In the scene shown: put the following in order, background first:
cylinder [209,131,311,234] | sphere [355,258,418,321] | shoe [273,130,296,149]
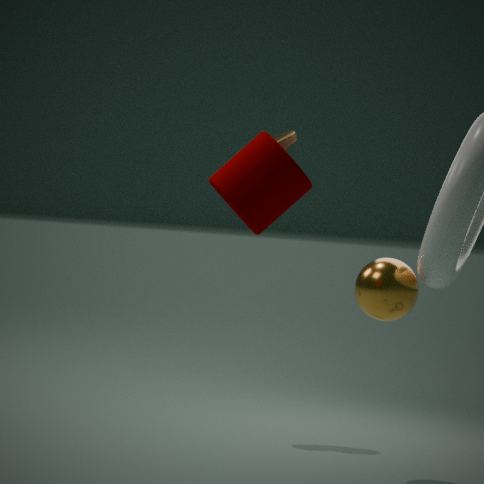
shoe [273,130,296,149]
sphere [355,258,418,321]
cylinder [209,131,311,234]
